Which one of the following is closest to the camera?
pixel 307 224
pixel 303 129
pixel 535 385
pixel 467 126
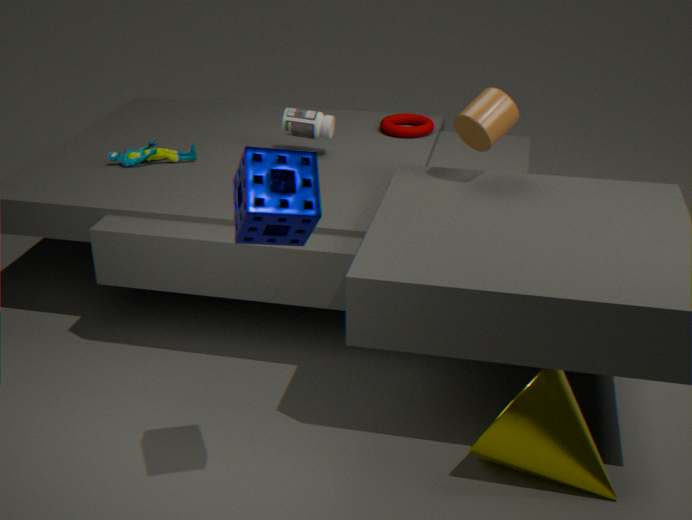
pixel 307 224
